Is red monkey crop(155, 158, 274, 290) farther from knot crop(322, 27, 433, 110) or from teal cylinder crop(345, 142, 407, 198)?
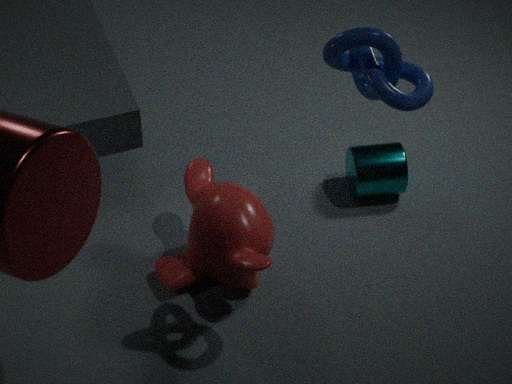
knot crop(322, 27, 433, 110)
